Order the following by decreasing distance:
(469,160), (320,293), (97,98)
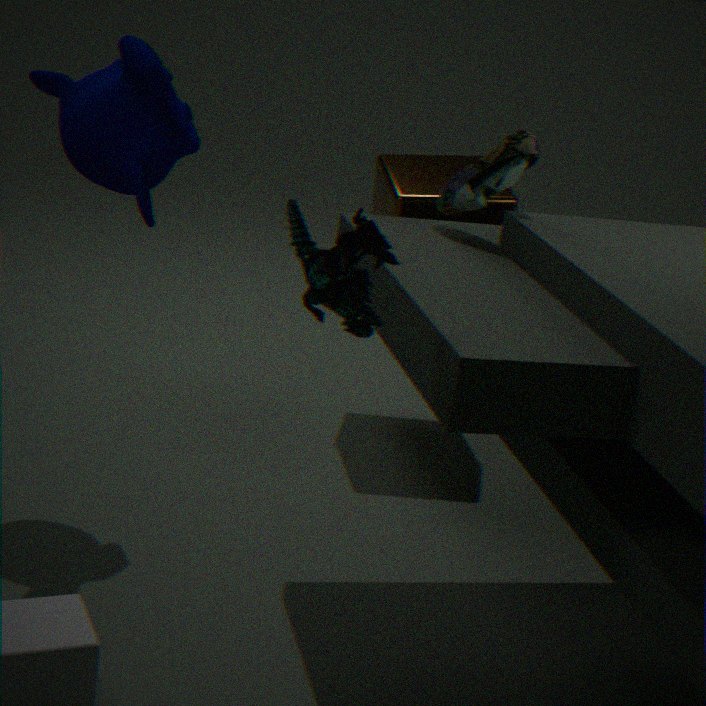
1. (469,160)
2. (97,98)
3. (320,293)
